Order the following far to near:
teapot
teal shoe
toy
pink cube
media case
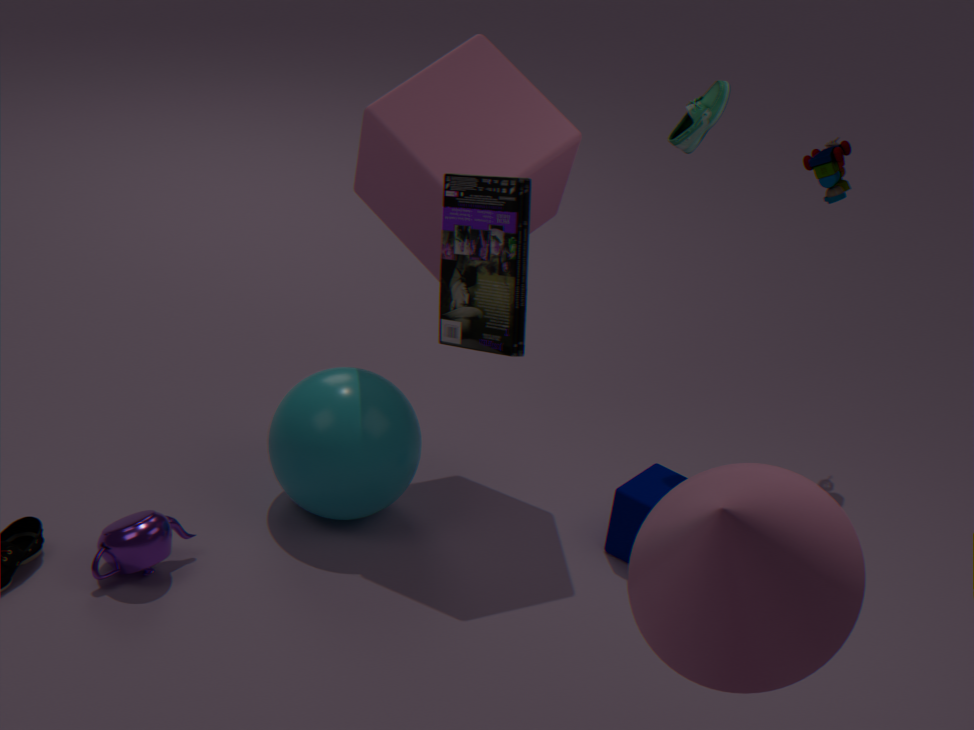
toy → teal shoe → pink cube → teapot → media case
